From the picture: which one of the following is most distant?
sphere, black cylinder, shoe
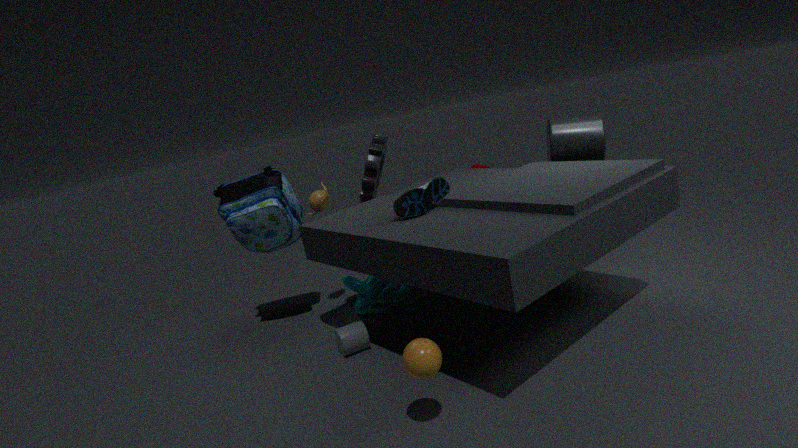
black cylinder
